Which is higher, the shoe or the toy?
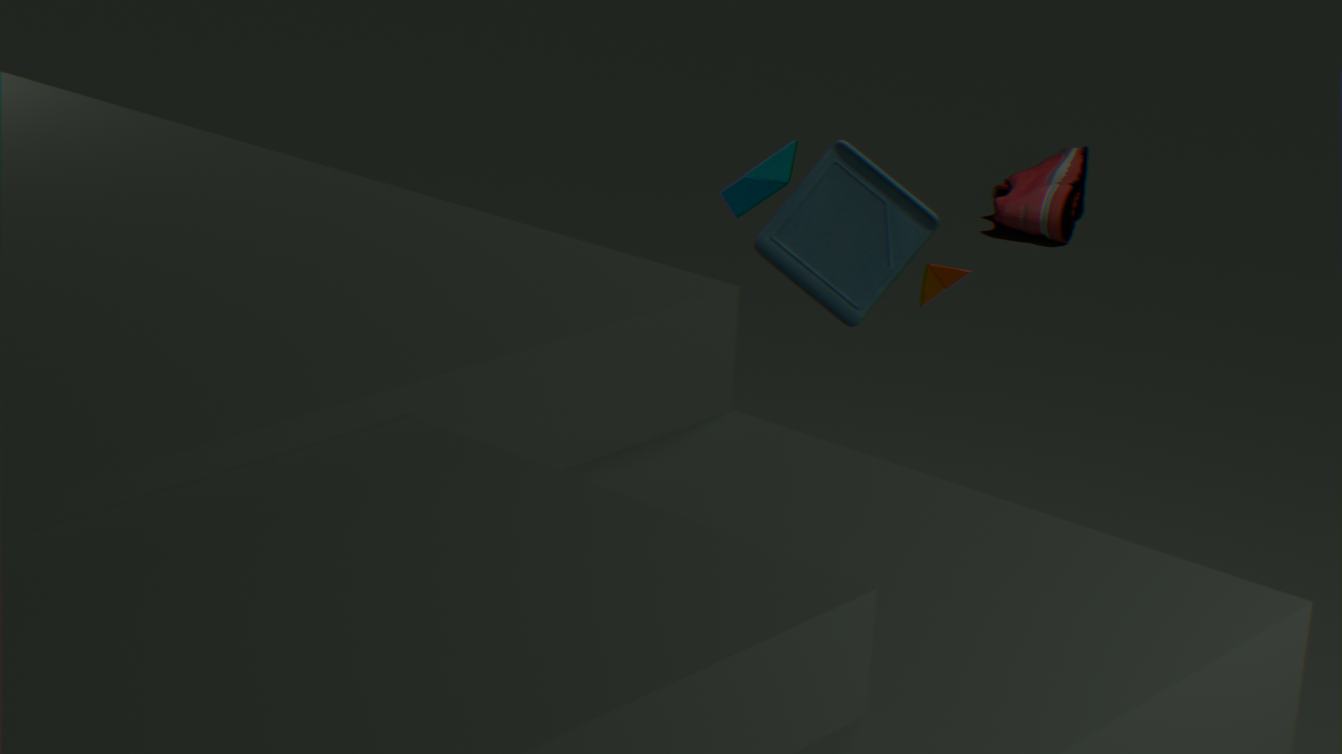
the toy
